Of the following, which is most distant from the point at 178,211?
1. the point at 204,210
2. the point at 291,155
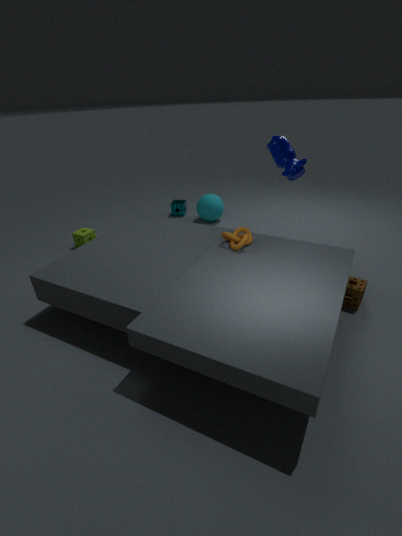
the point at 291,155
